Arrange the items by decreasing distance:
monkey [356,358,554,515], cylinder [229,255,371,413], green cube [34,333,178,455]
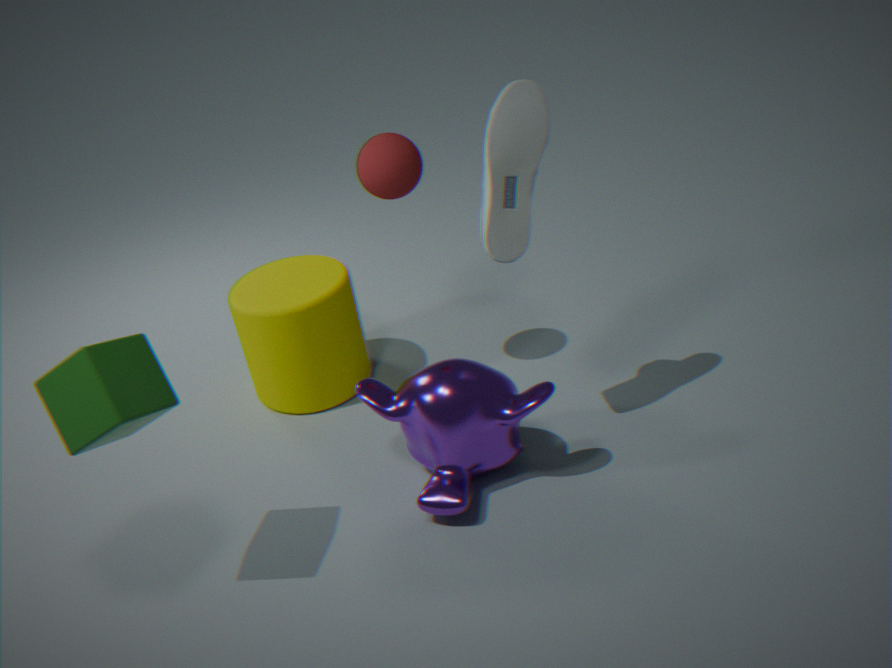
1. cylinder [229,255,371,413]
2. monkey [356,358,554,515]
3. green cube [34,333,178,455]
